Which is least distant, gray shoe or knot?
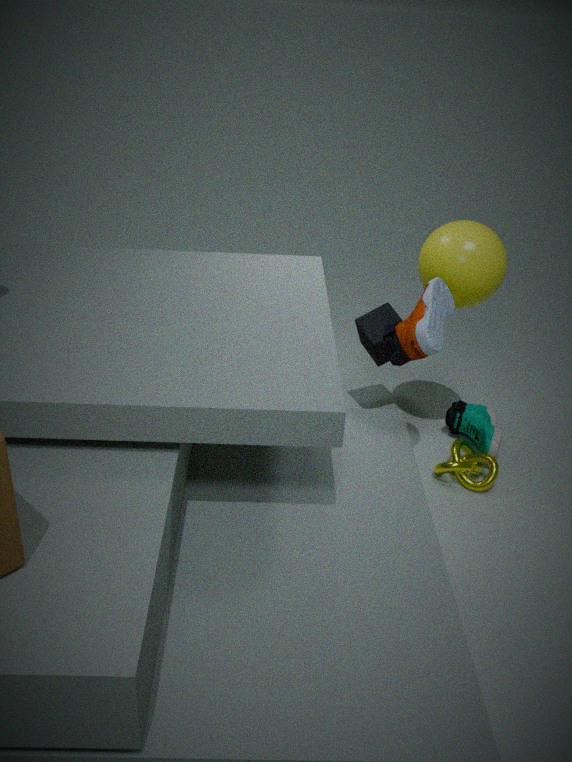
gray shoe
